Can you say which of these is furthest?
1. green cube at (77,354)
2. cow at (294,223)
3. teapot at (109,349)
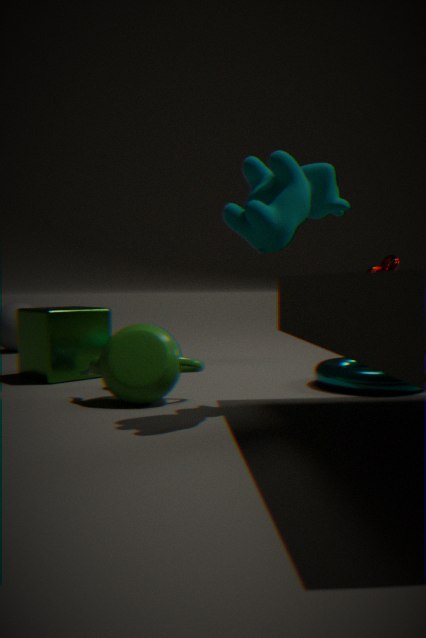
green cube at (77,354)
